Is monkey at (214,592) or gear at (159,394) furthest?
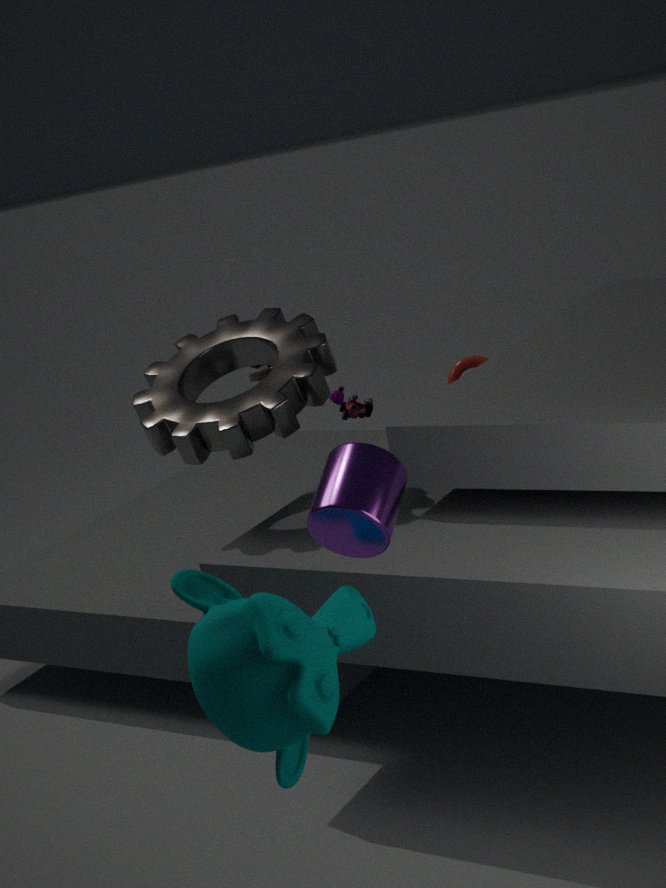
gear at (159,394)
